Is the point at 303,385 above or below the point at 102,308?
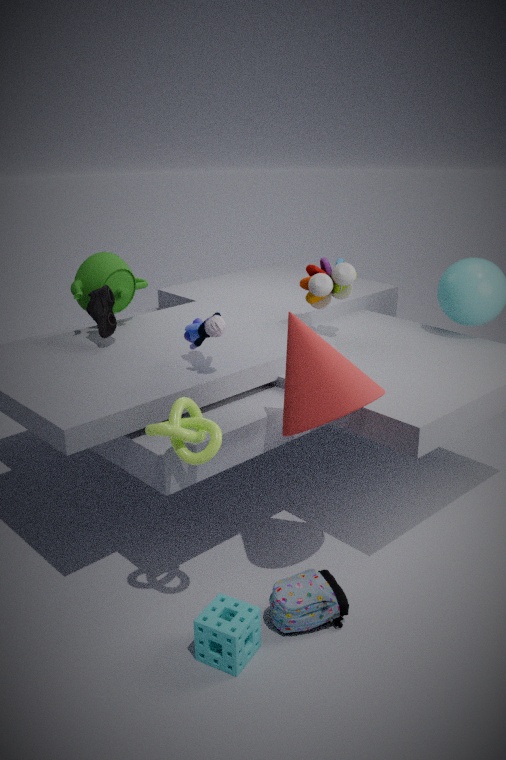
below
